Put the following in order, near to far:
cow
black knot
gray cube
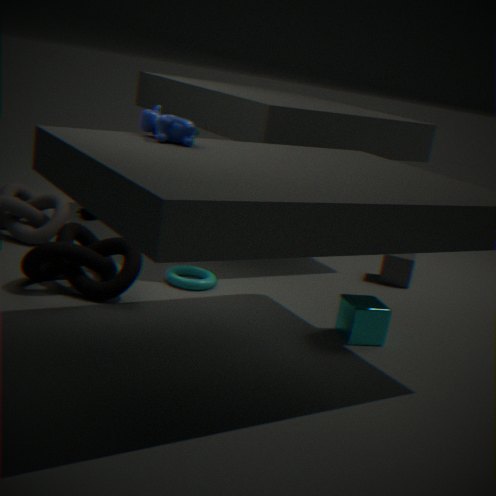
cow → black knot → gray cube
